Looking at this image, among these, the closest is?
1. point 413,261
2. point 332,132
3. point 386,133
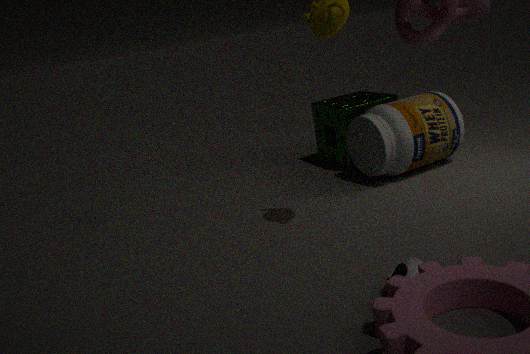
point 413,261
